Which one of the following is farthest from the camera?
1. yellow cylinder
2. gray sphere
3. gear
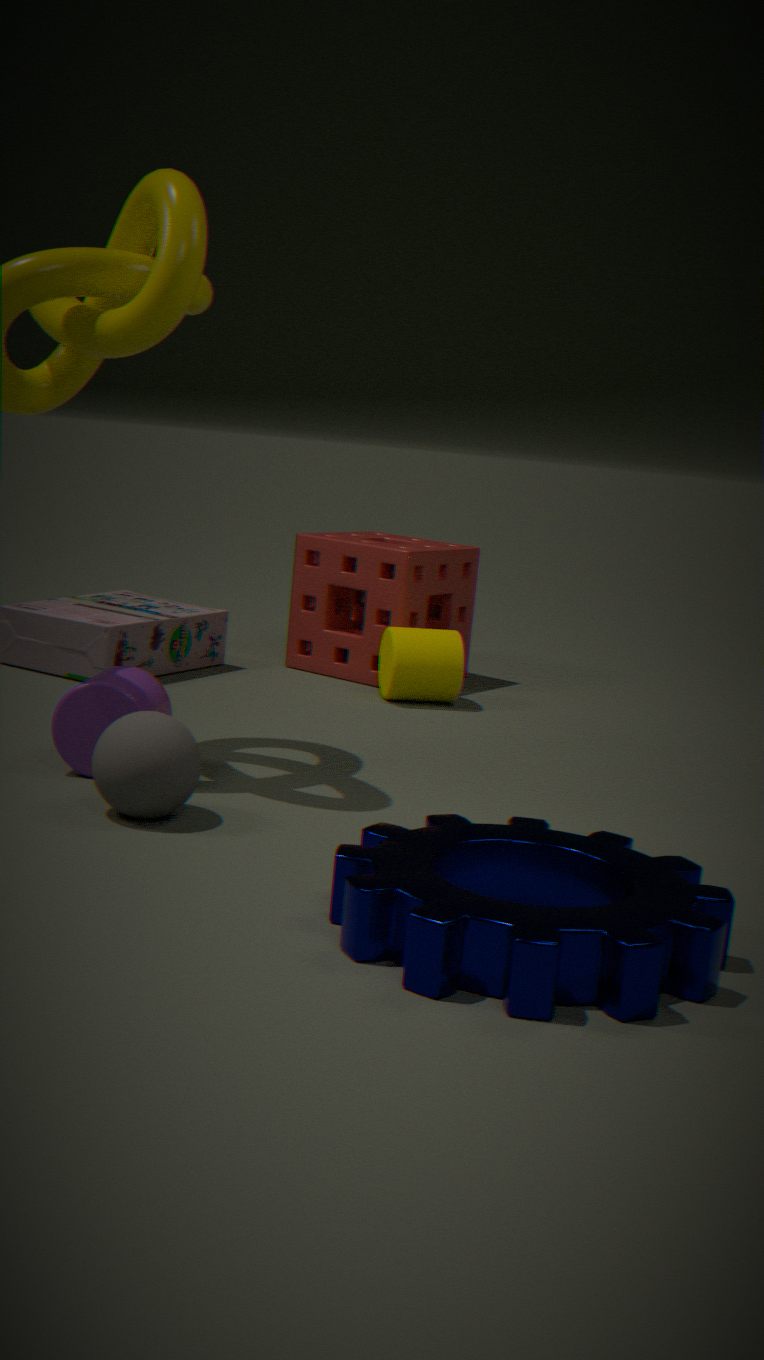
yellow cylinder
